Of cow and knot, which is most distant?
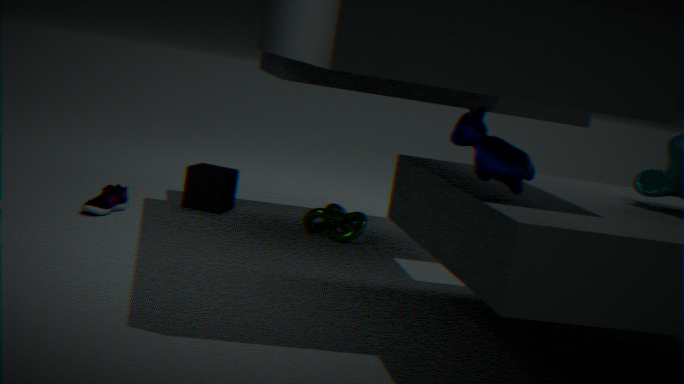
knot
